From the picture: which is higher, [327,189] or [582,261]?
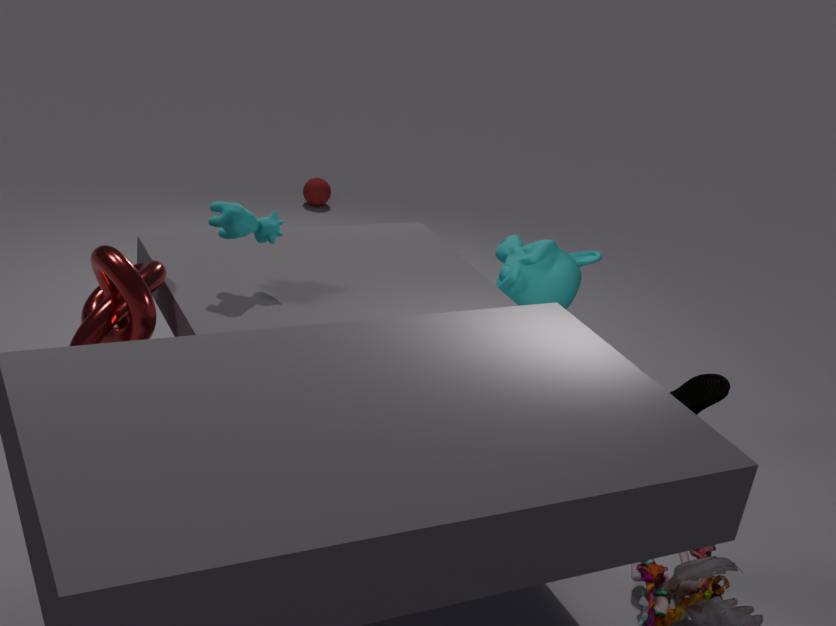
[582,261]
